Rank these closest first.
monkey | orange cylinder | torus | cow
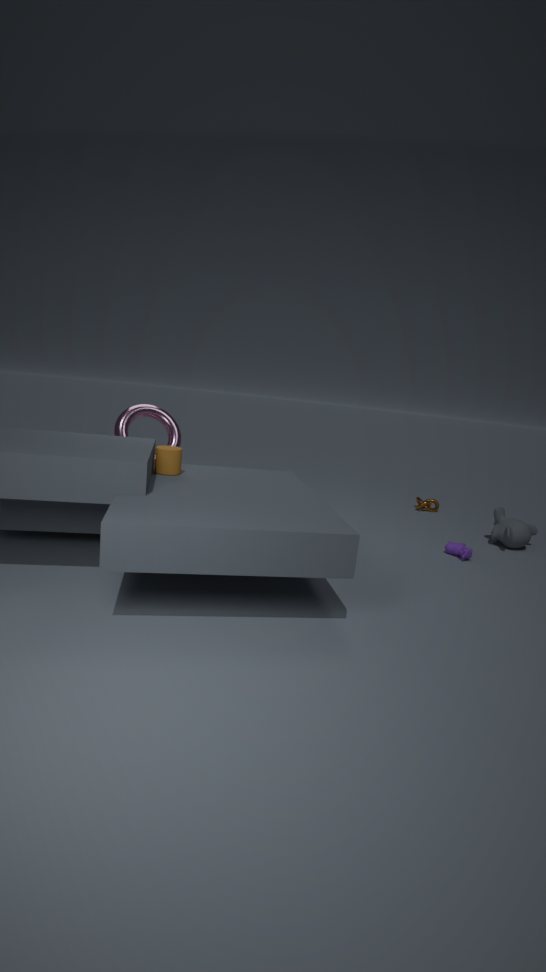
orange cylinder → torus → cow → monkey
